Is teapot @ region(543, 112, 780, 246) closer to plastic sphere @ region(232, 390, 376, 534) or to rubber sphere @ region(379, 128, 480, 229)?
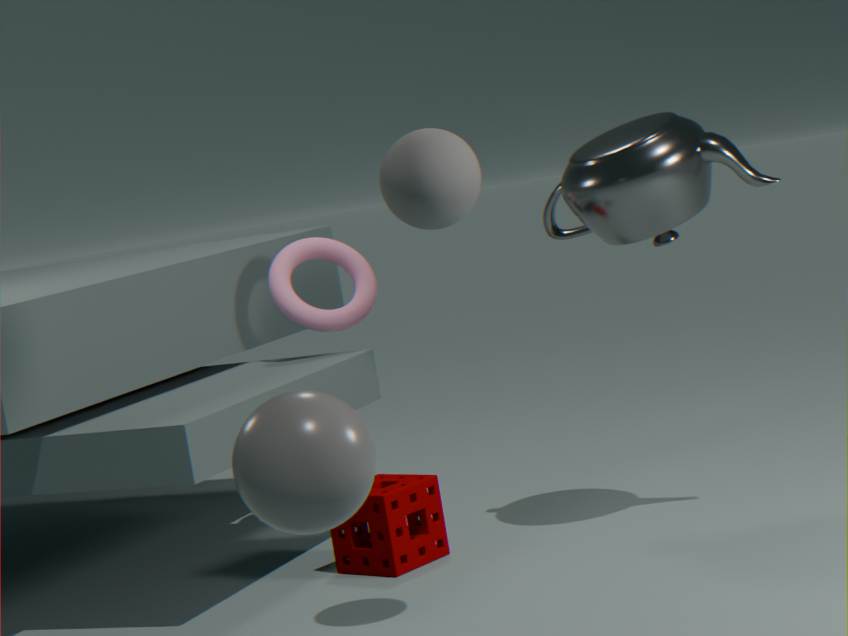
rubber sphere @ region(379, 128, 480, 229)
